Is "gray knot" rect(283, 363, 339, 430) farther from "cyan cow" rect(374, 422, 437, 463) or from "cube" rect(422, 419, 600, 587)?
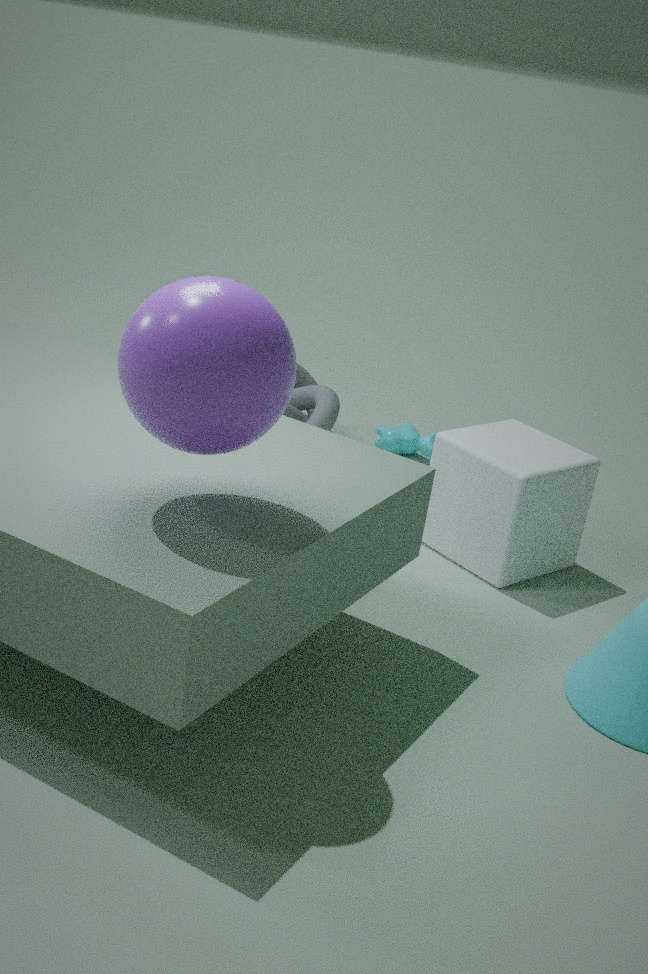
"cube" rect(422, 419, 600, 587)
